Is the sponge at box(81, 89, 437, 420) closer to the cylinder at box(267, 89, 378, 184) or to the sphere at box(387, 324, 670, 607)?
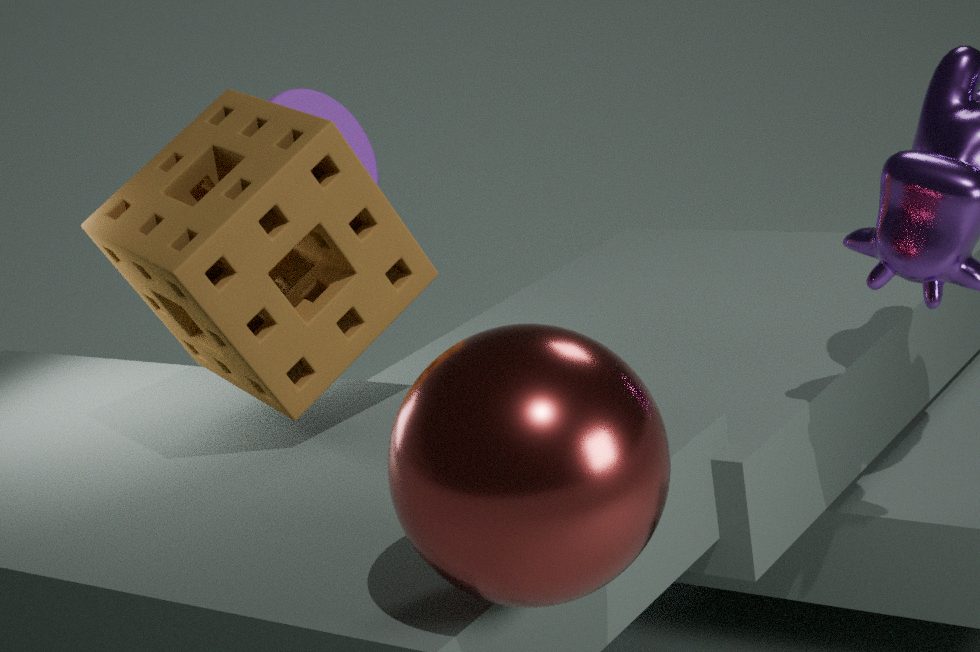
the sphere at box(387, 324, 670, 607)
